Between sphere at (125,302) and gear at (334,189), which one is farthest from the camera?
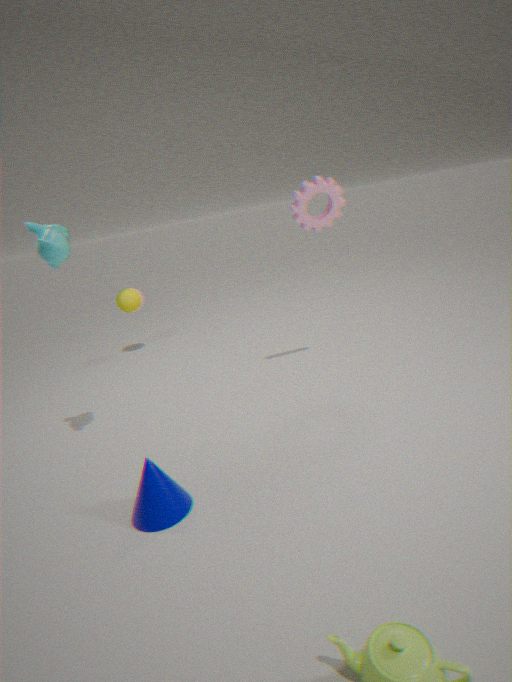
sphere at (125,302)
